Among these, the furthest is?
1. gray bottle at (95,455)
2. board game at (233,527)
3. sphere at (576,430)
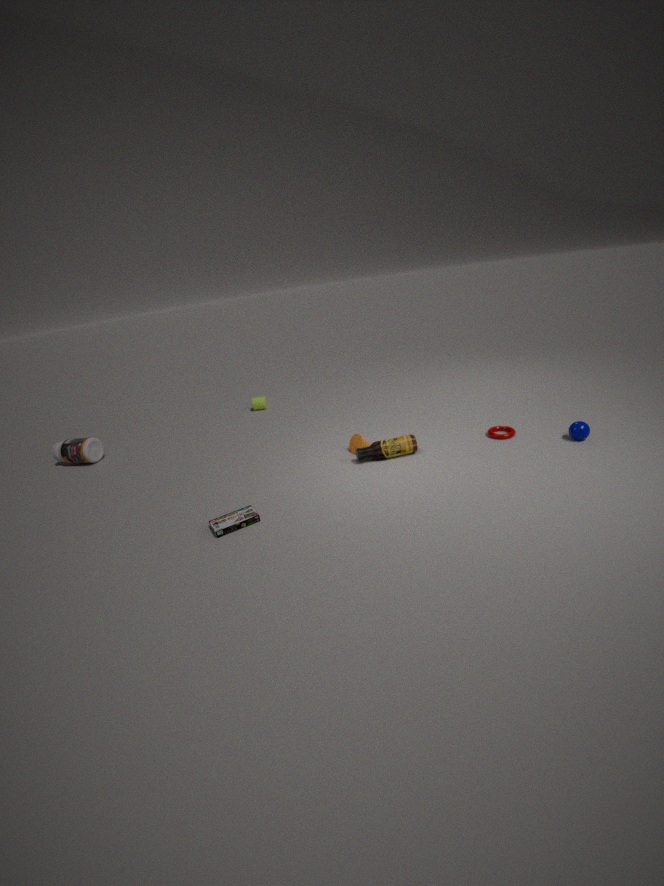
gray bottle at (95,455)
